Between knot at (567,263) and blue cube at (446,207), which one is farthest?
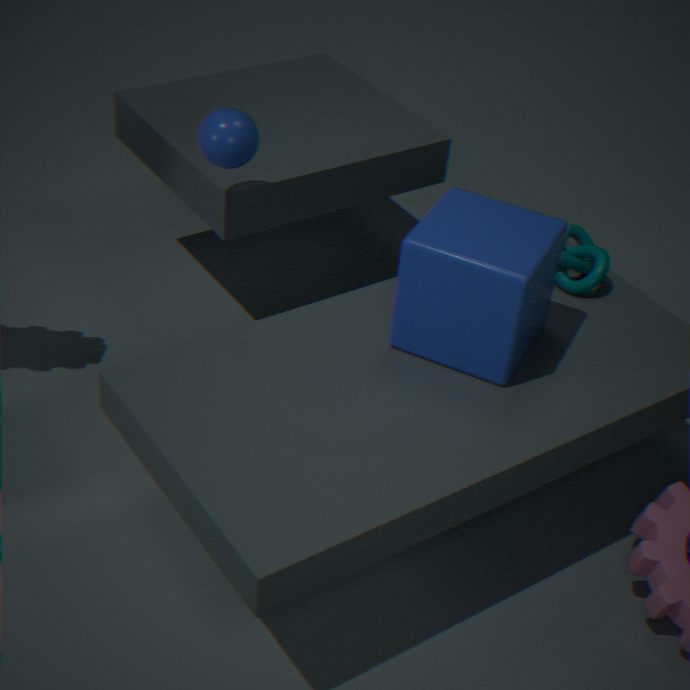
knot at (567,263)
